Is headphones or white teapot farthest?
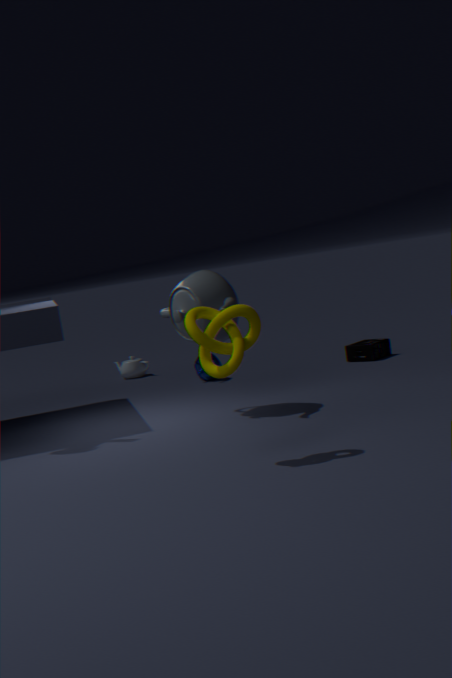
white teapot
